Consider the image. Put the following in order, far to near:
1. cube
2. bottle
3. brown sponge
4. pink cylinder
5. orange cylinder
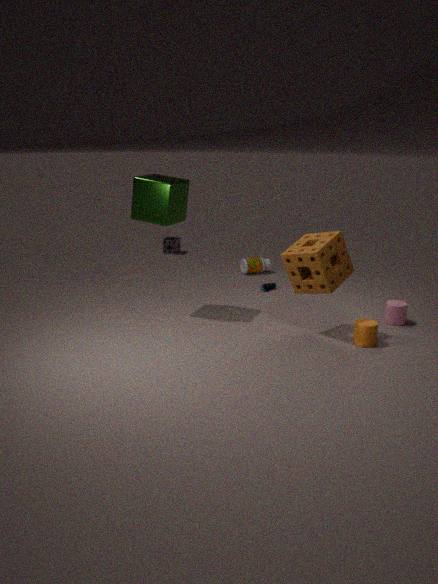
bottle < pink cylinder < cube < orange cylinder < brown sponge
